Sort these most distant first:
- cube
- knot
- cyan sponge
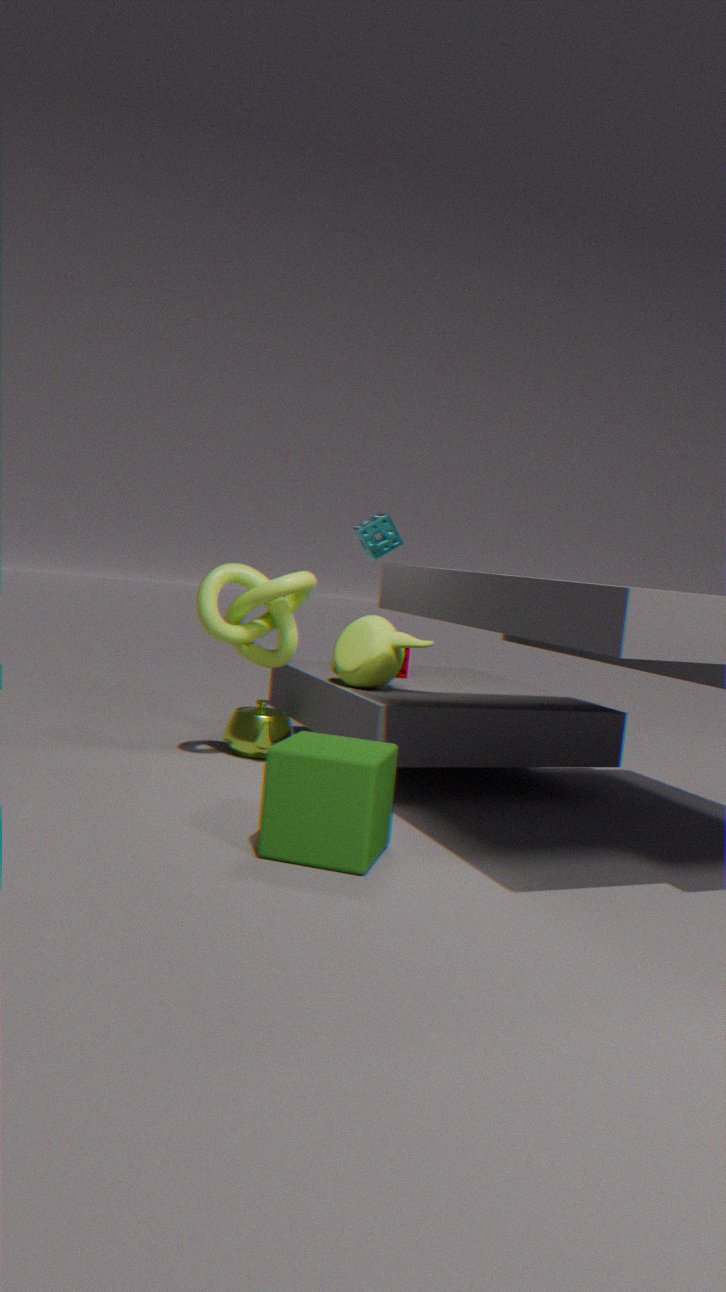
cyan sponge
knot
cube
